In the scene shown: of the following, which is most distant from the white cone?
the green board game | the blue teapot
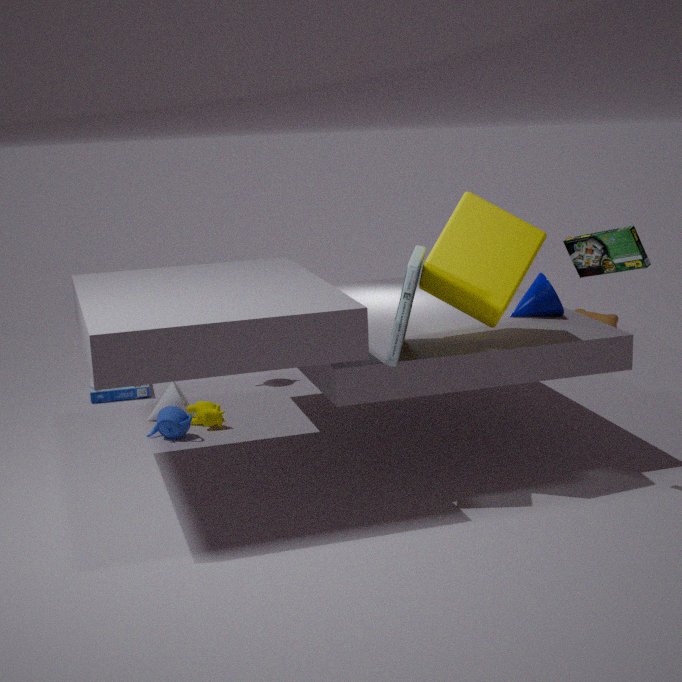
the green board game
